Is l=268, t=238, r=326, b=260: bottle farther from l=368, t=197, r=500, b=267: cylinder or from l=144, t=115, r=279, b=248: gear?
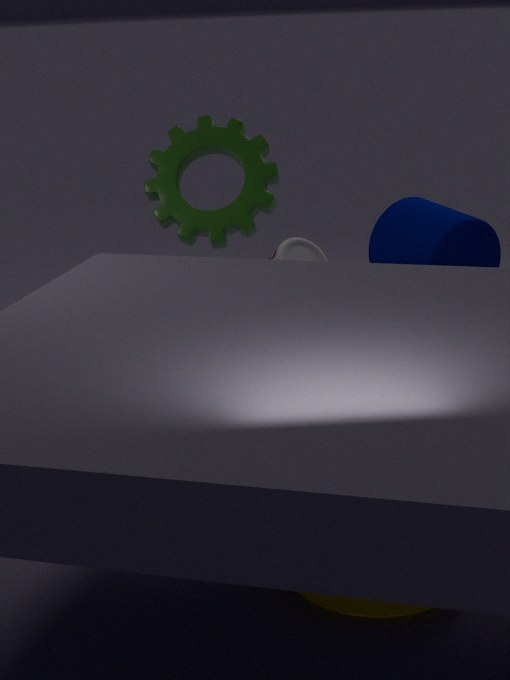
l=144, t=115, r=279, b=248: gear
